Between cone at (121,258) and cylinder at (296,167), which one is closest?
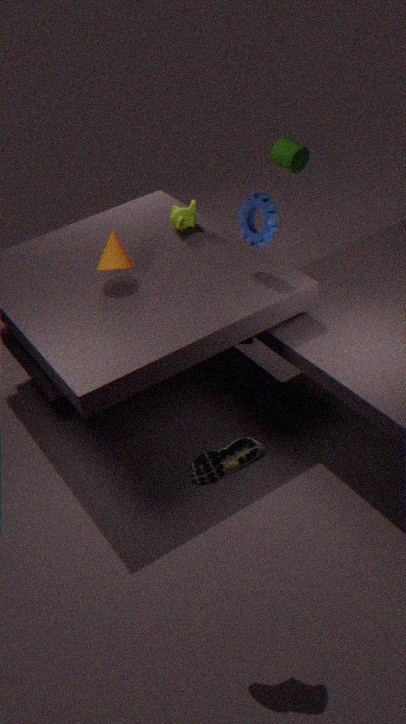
cone at (121,258)
